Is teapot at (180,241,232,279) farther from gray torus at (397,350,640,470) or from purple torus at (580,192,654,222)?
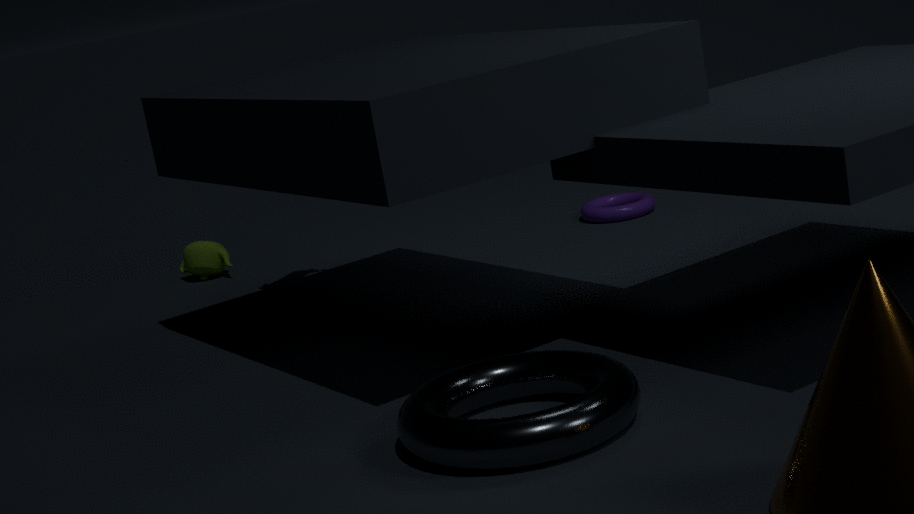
gray torus at (397,350,640,470)
